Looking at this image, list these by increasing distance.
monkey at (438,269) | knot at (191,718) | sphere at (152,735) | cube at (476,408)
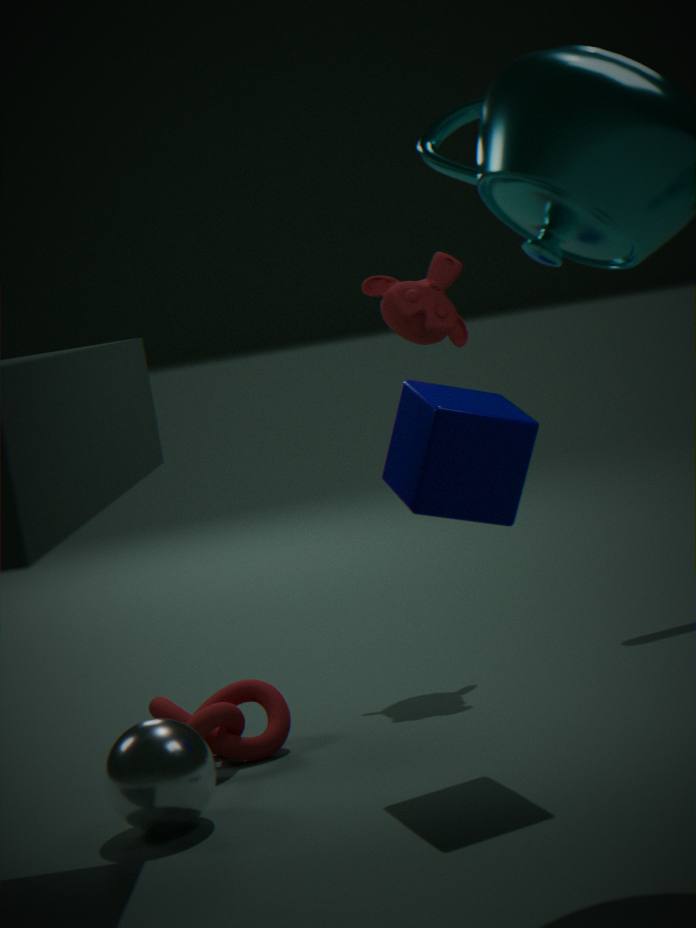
1. sphere at (152,735)
2. cube at (476,408)
3. knot at (191,718)
4. monkey at (438,269)
